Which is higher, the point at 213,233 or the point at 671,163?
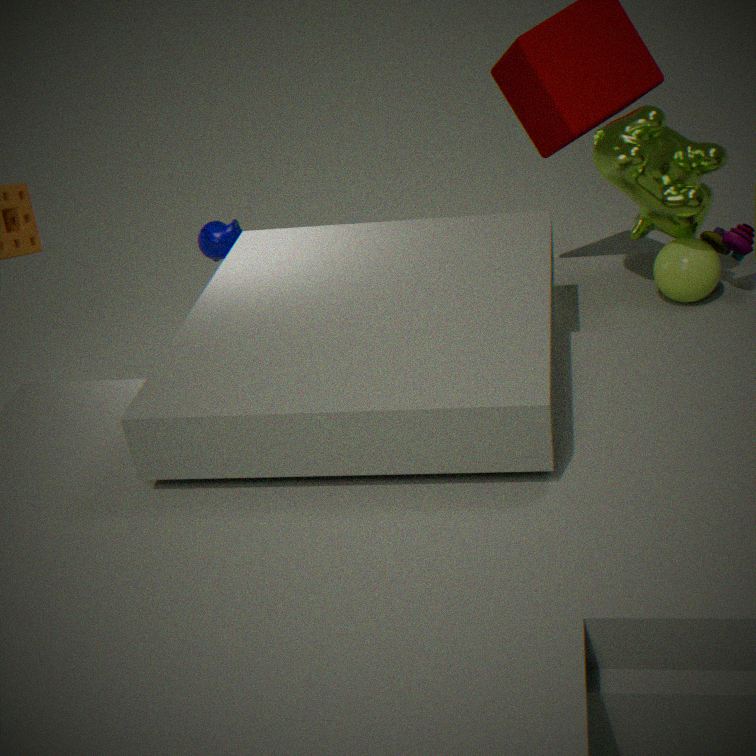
the point at 671,163
